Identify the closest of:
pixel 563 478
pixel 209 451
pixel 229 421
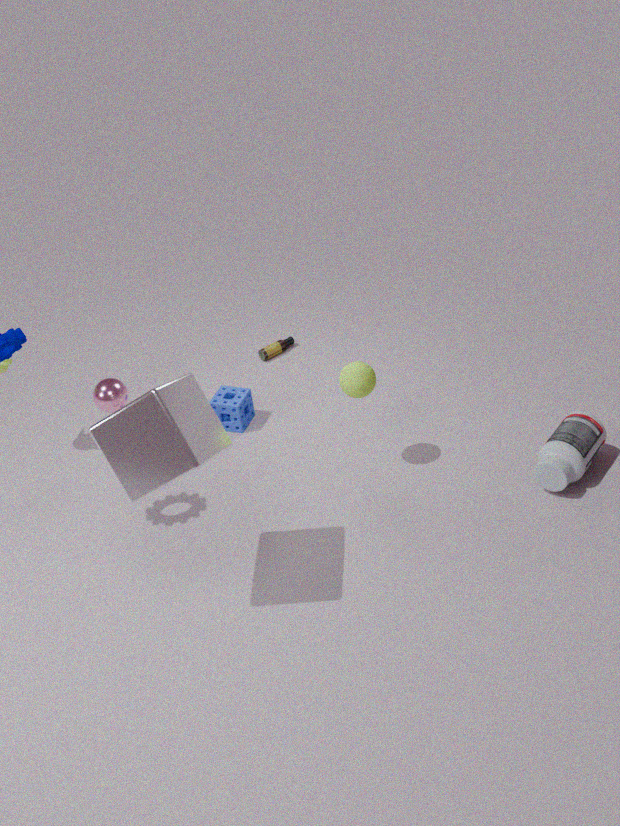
pixel 209 451
